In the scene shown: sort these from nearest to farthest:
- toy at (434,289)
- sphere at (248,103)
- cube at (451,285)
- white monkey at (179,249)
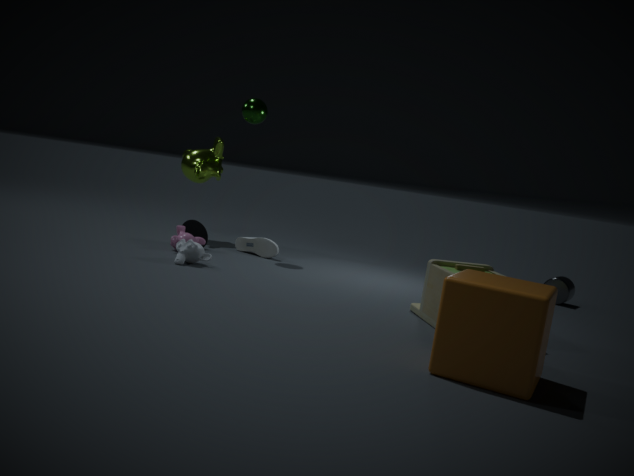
cube at (451,285)
toy at (434,289)
white monkey at (179,249)
sphere at (248,103)
